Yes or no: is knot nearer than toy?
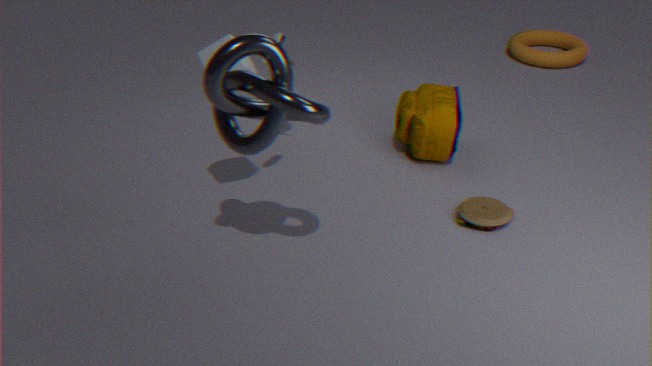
Yes
